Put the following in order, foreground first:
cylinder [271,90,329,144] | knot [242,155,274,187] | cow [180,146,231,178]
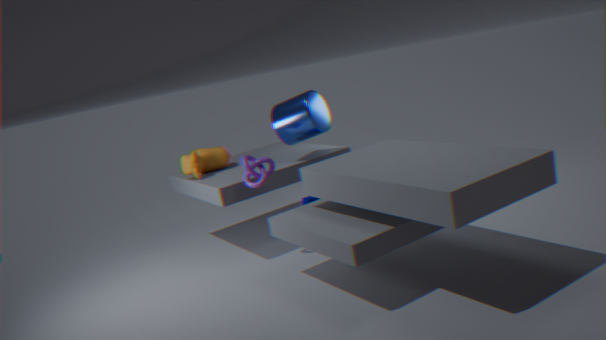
knot [242,155,274,187]
cylinder [271,90,329,144]
cow [180,146,231,178]
